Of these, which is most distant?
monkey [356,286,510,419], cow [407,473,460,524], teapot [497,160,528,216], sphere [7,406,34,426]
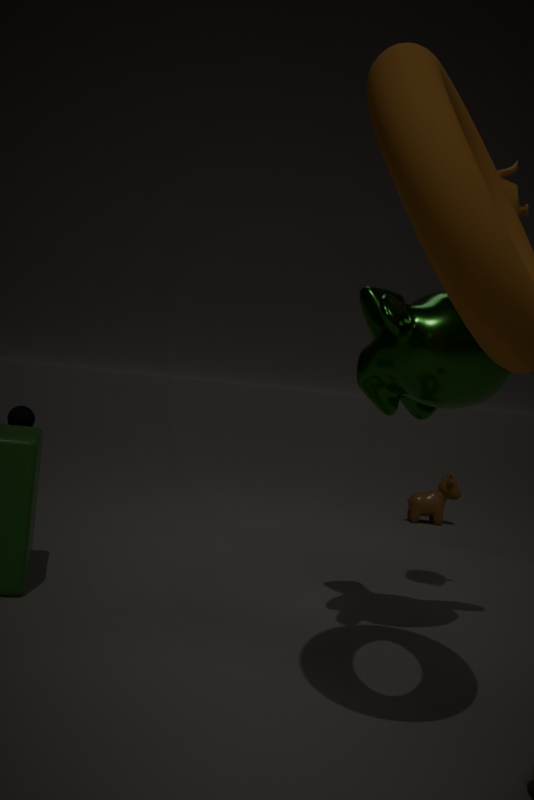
sphere [7,406,34,426]
